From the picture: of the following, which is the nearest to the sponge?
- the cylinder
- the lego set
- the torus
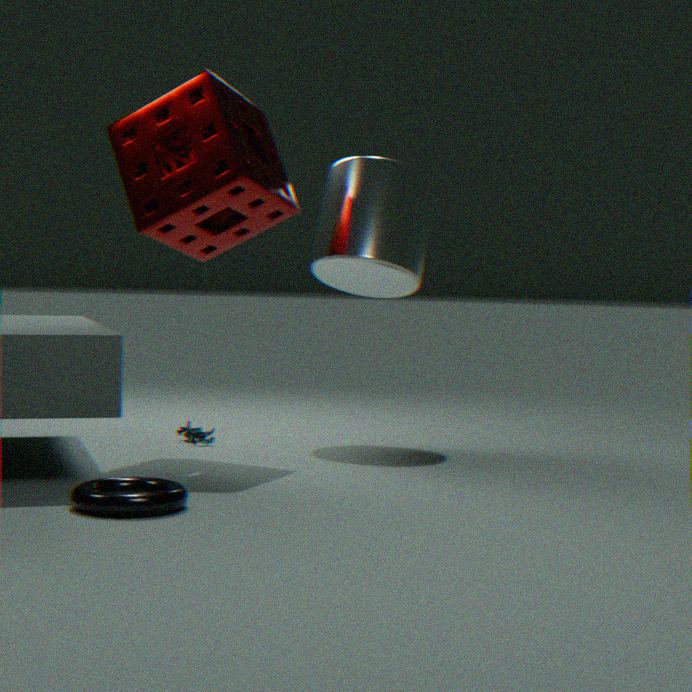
the cylinder
